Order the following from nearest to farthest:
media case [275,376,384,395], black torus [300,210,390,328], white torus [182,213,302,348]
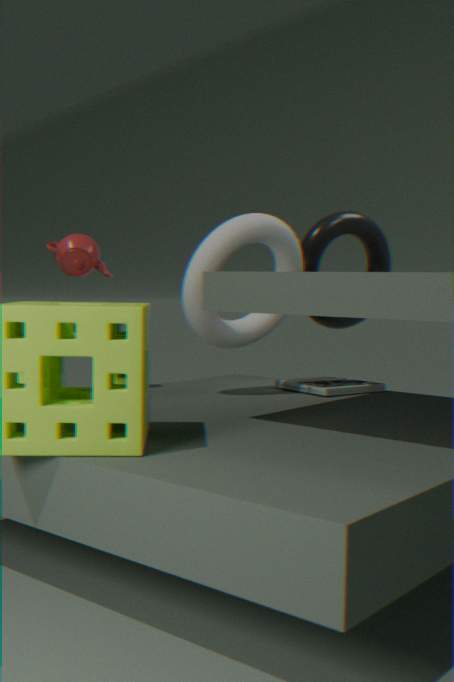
white torus [182,213,302,348] → media case [275,376,384,395] → black torus [300,210,390,328]
